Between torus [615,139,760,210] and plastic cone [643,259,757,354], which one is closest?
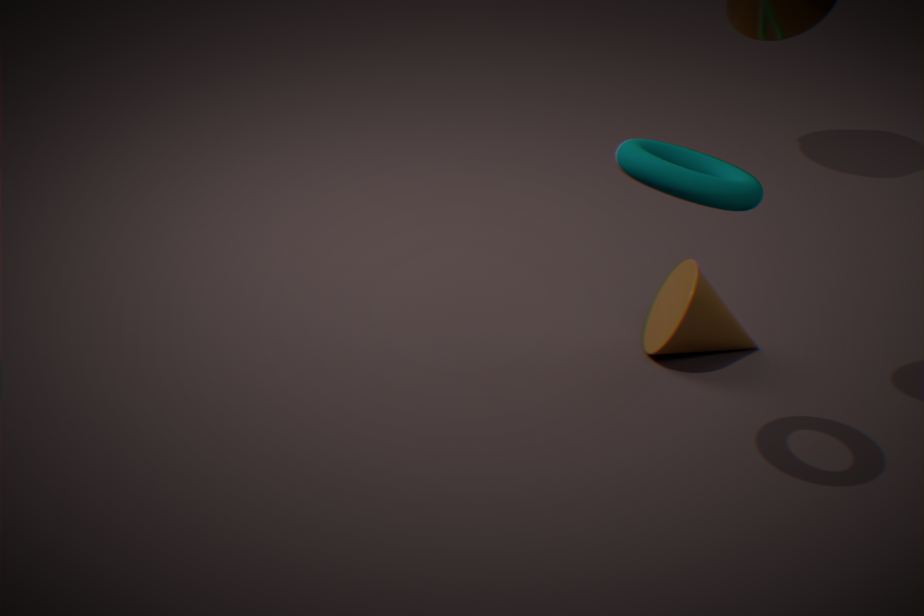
torus [615,139,760,210]
